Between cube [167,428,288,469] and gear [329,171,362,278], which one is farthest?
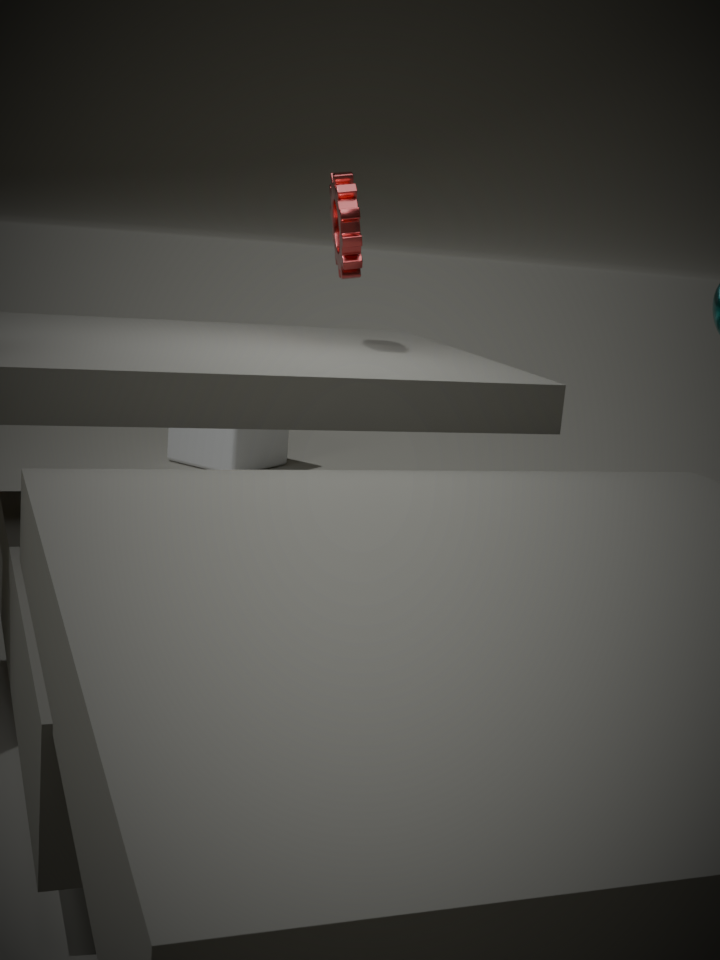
cube [167,428,288,469]
